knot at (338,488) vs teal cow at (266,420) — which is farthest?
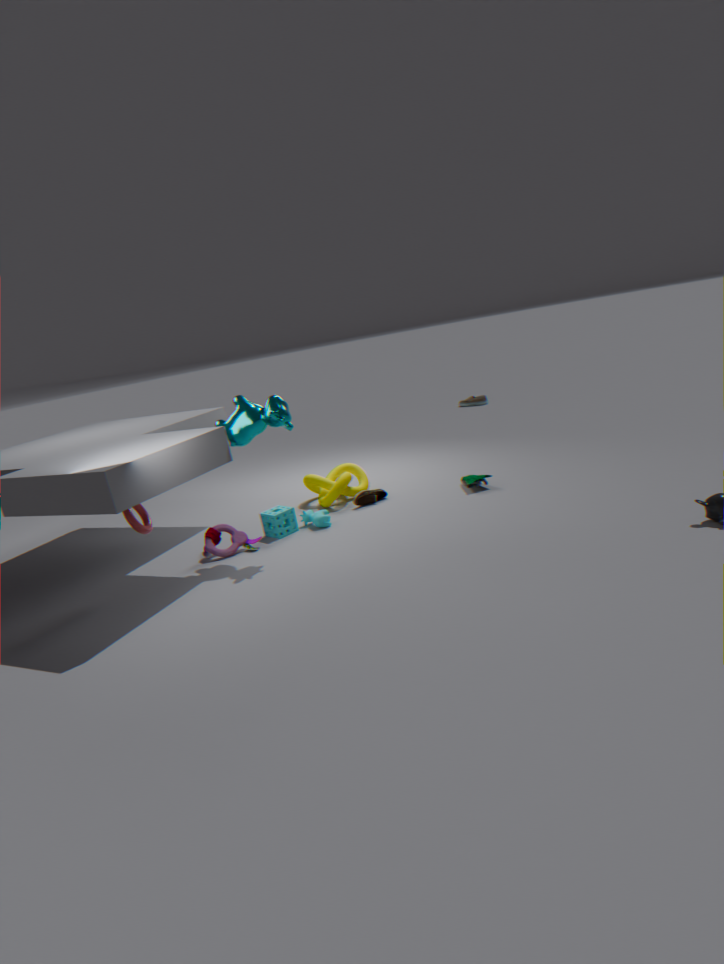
knot at (338,488)
